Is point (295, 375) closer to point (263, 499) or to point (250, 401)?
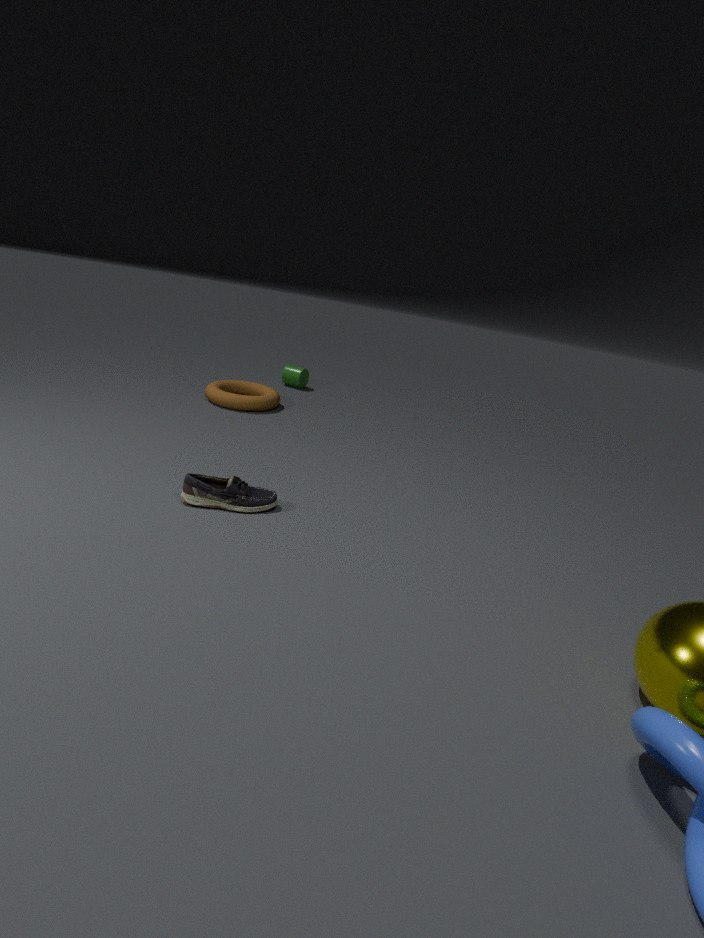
point (250, 401)
